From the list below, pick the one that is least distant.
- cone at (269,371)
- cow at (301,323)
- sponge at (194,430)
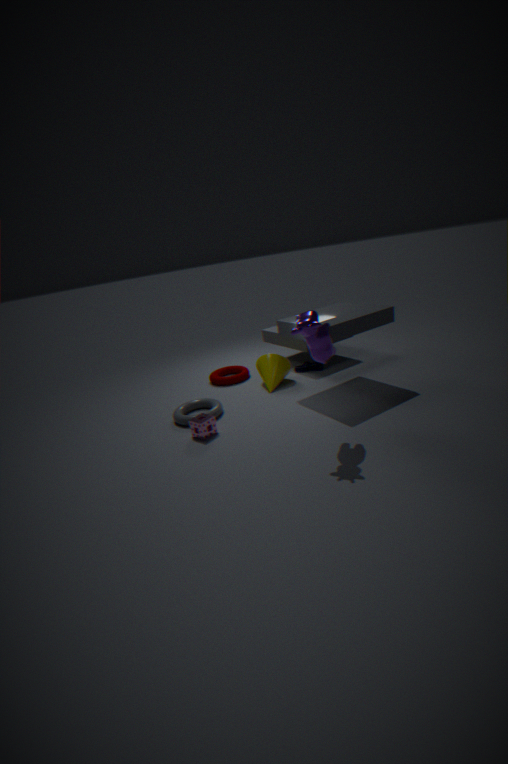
cow at (301,323)
